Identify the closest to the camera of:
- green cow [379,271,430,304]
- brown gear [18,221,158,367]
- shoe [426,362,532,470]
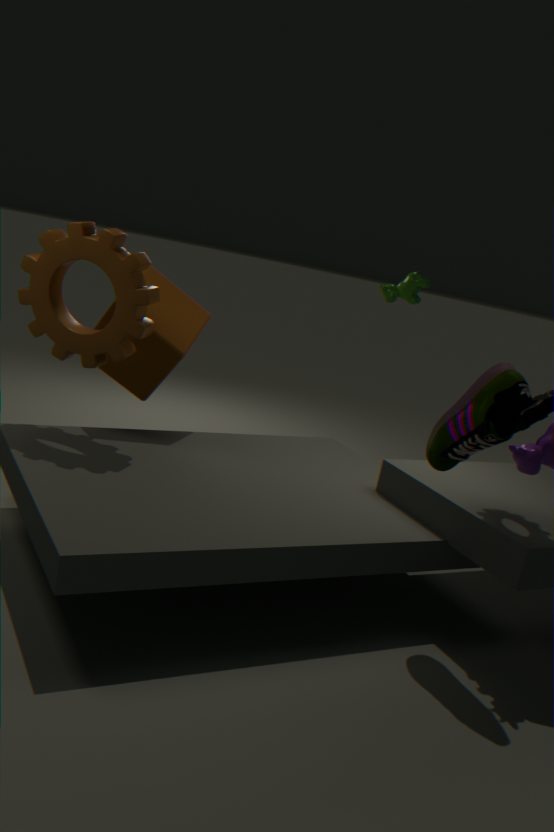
shoe [426,362,532,470]
